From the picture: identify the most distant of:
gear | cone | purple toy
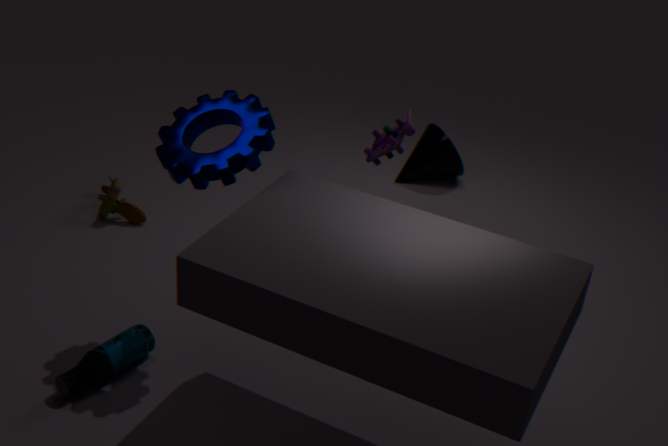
cone
